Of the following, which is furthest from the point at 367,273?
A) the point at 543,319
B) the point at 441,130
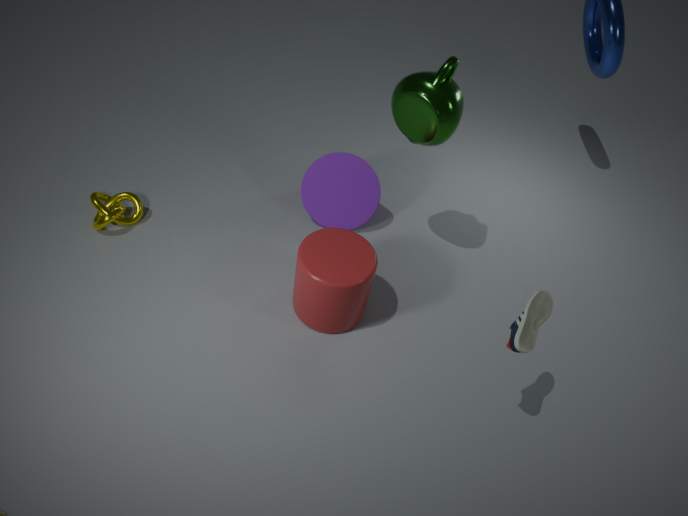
the point at 543,319
